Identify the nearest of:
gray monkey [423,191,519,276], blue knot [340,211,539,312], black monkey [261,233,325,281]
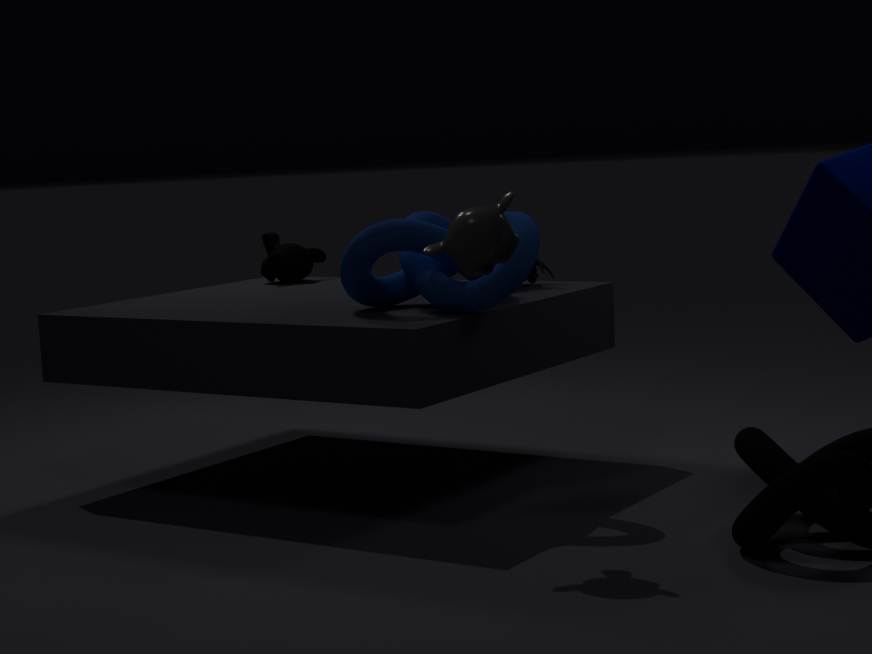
gray monkey [423,191,519,276]
